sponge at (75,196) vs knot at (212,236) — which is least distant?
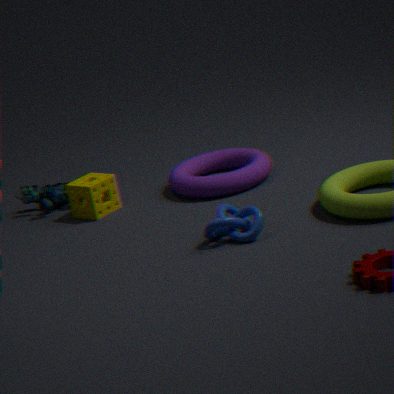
knot at (212,236)
